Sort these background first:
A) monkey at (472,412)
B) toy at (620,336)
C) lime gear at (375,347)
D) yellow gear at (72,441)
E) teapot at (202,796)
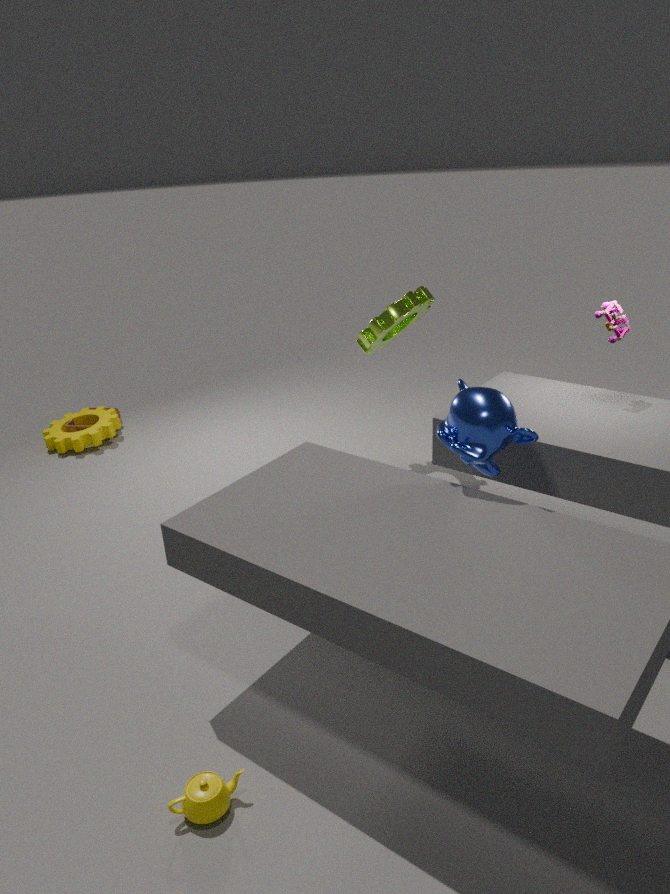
D. yellow gear at (72,441)
C. lime gear at (375,347)
B. toy at (620,336)
A. monkey at (472,412)
E. teapot at (202,796)
